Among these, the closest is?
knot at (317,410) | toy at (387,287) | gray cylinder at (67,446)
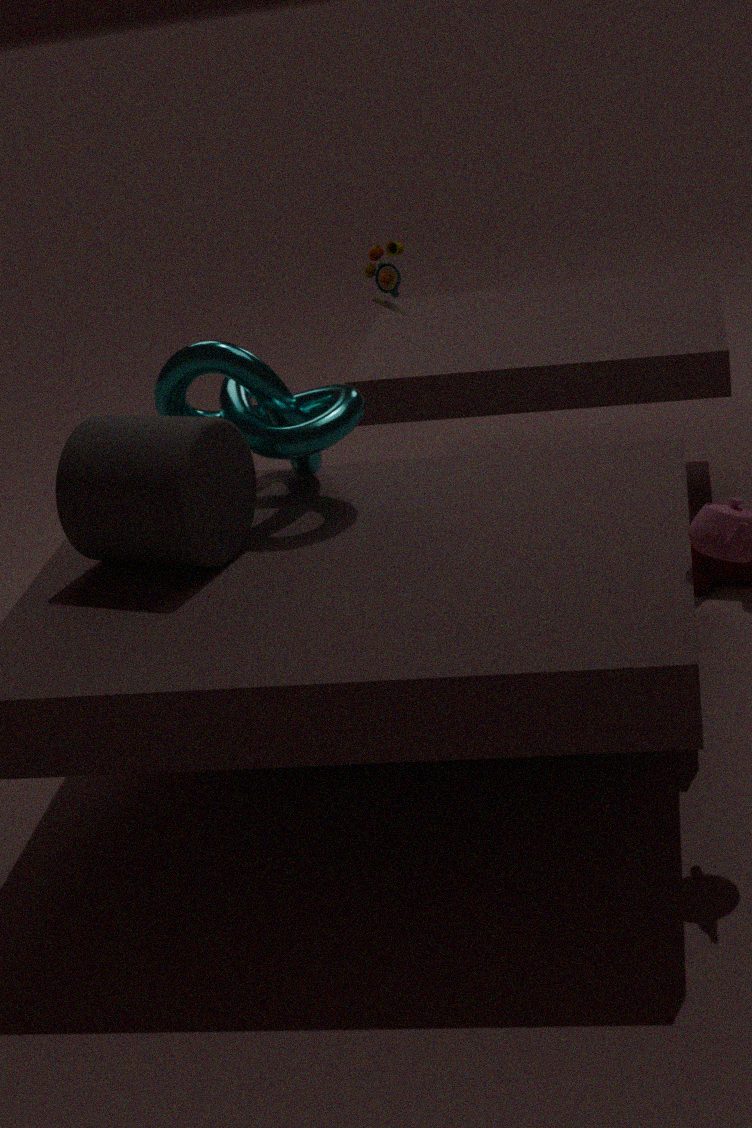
gray cylinder at (67,446)
